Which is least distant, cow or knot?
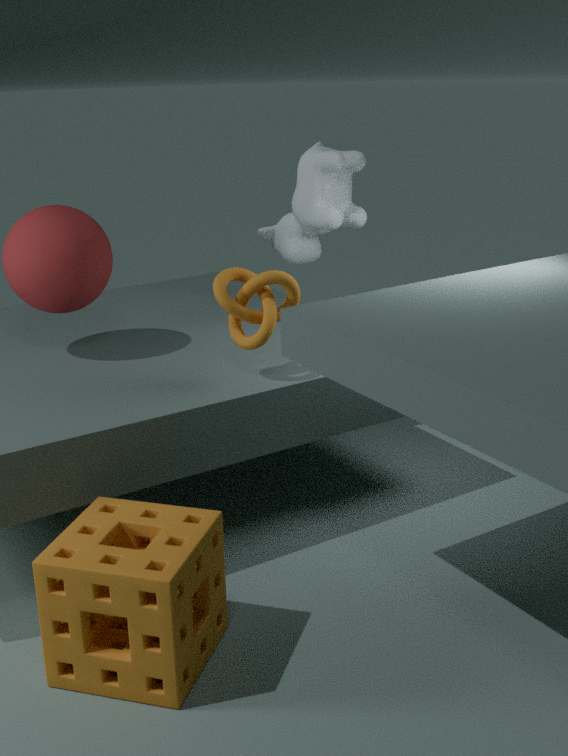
knot
